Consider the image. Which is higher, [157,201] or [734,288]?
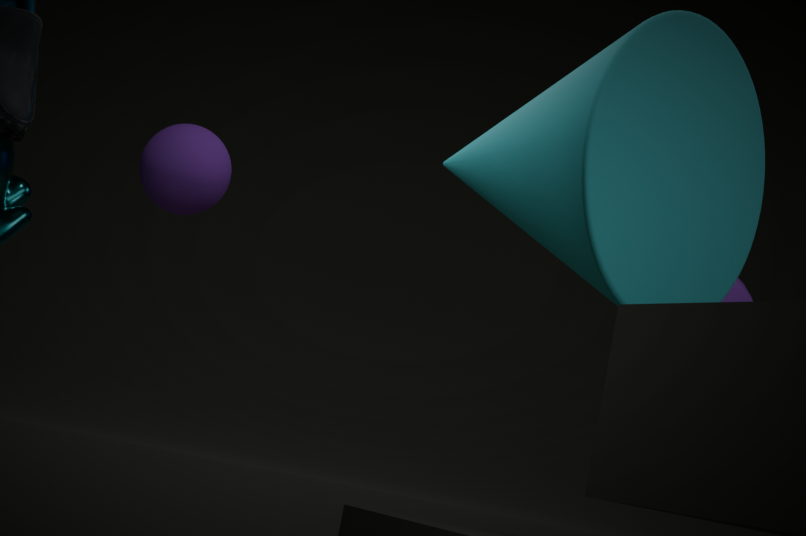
[157,201]
